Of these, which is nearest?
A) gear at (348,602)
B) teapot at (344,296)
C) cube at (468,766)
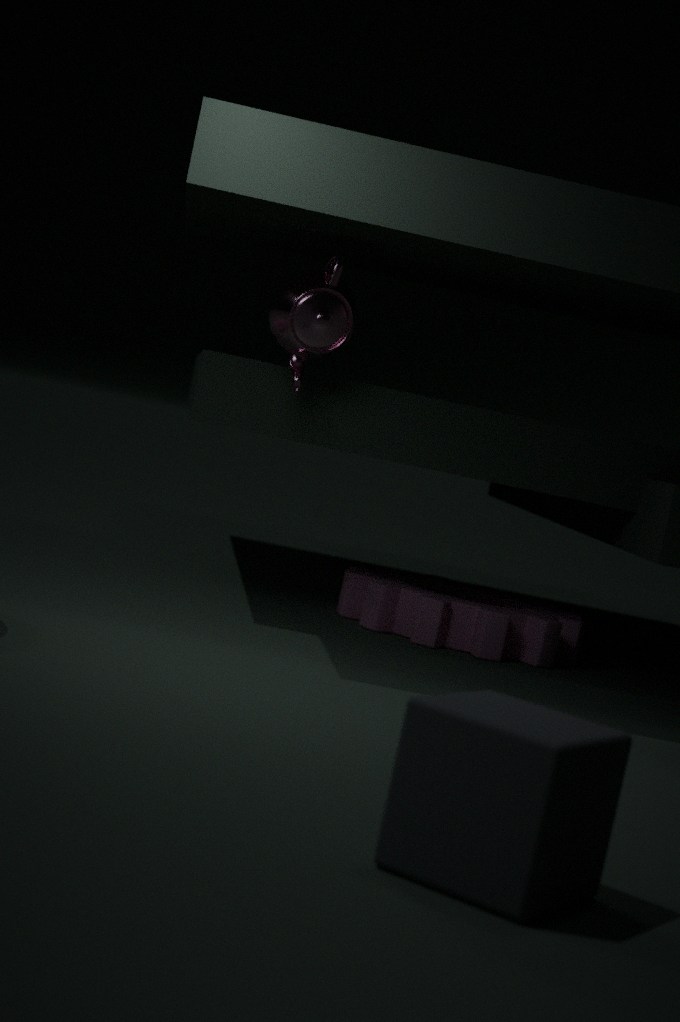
cube at (468,766)
